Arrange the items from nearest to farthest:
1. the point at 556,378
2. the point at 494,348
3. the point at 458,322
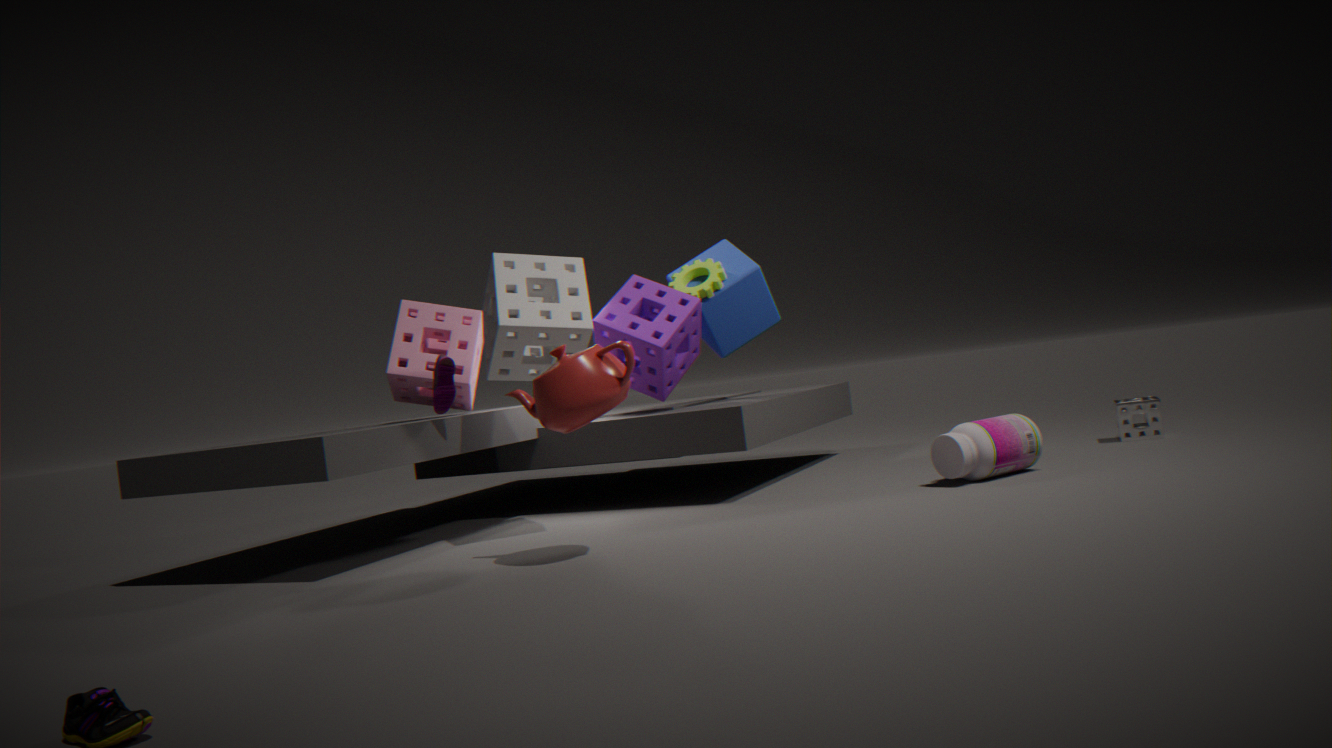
the point at 556,378
the point at 494,348
the point at 458,322
